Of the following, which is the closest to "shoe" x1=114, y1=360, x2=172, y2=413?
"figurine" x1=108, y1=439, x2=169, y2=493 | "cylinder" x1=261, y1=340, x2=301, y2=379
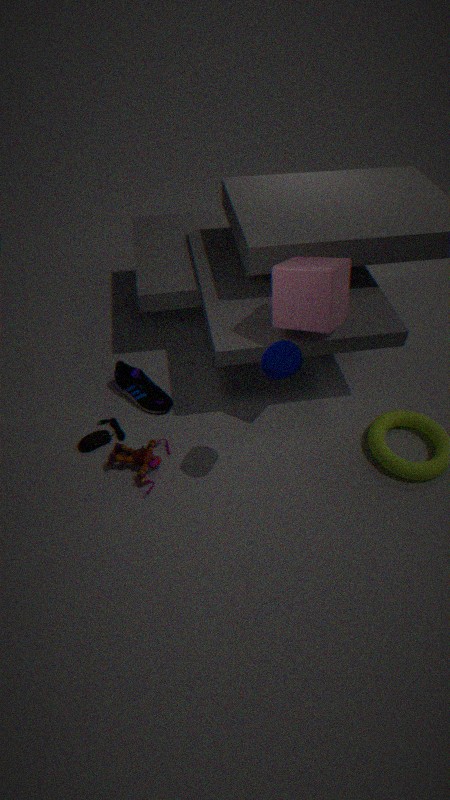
"figurine" x1=108, y1=439, x2=169, y2=493
